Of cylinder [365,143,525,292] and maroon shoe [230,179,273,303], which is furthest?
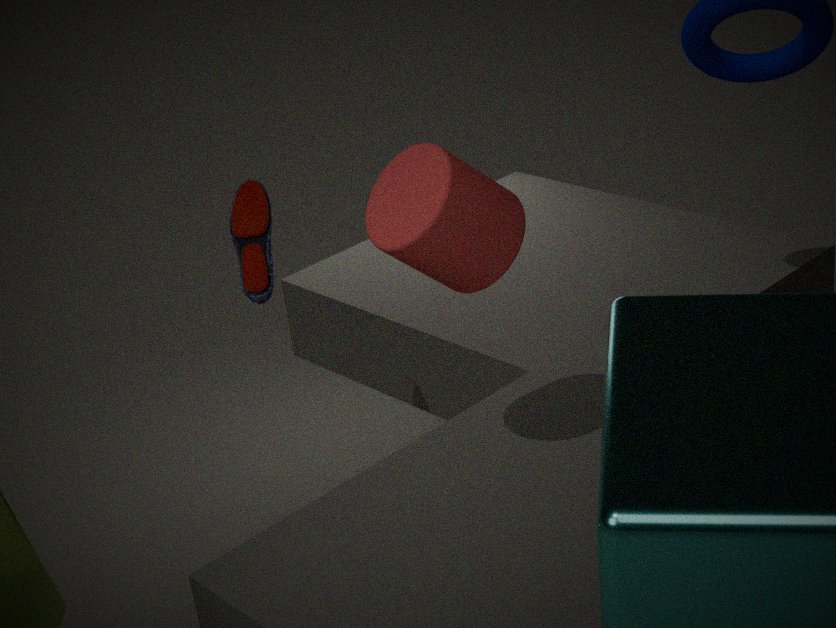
maroon shoe [230,179,273,303]
